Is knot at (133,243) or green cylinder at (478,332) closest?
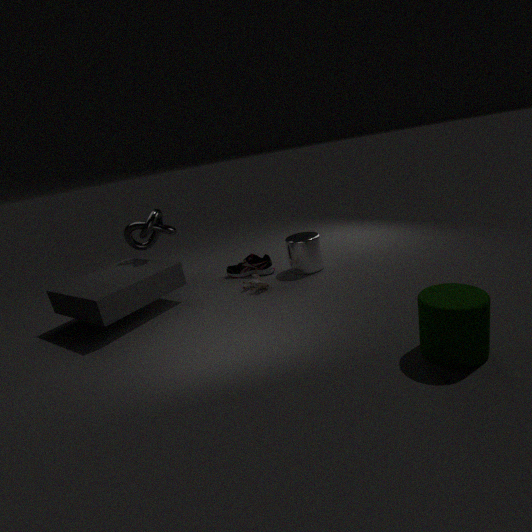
green cylinder at (478,332)
